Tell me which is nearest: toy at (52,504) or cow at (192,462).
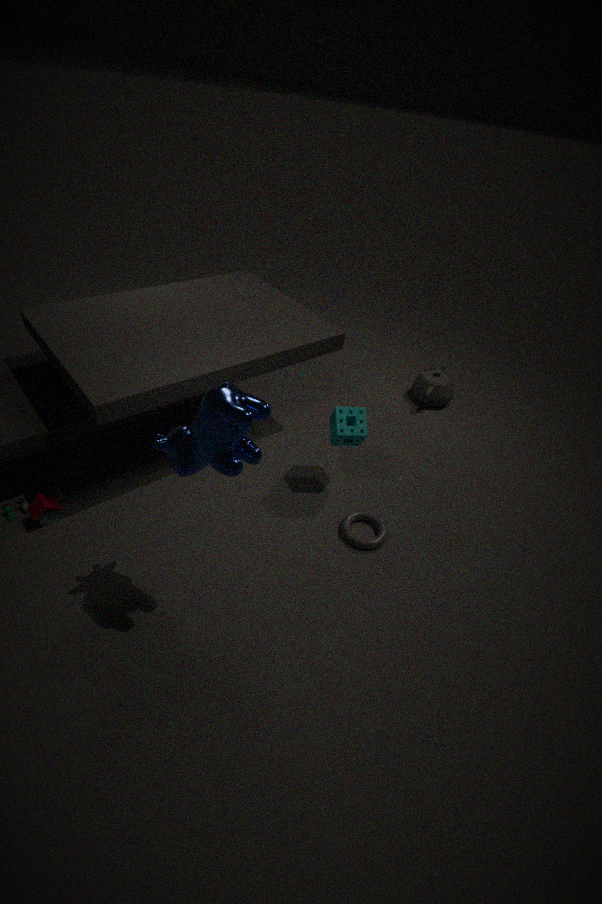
cow at (192,462)
